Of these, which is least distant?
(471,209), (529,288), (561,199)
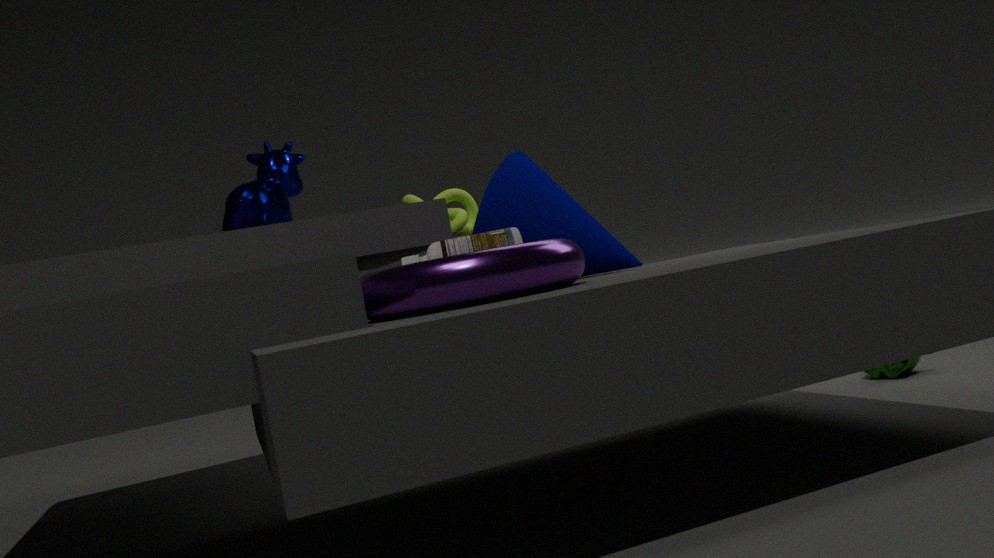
(529,288)
